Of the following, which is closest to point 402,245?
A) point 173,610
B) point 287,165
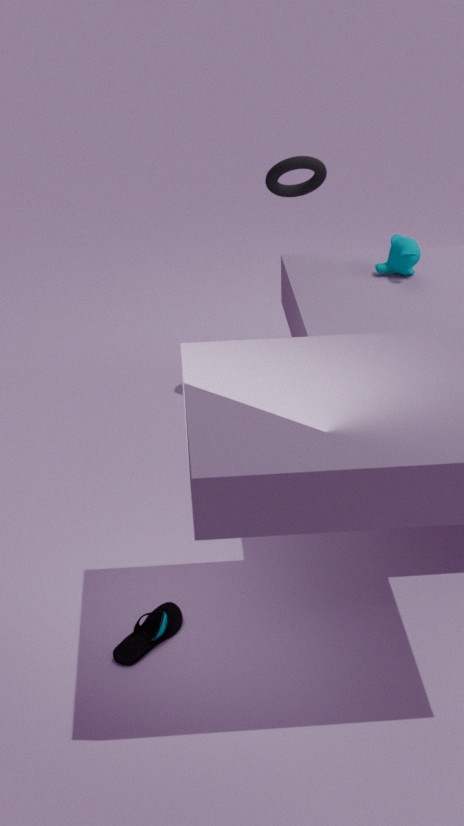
point 287,165
